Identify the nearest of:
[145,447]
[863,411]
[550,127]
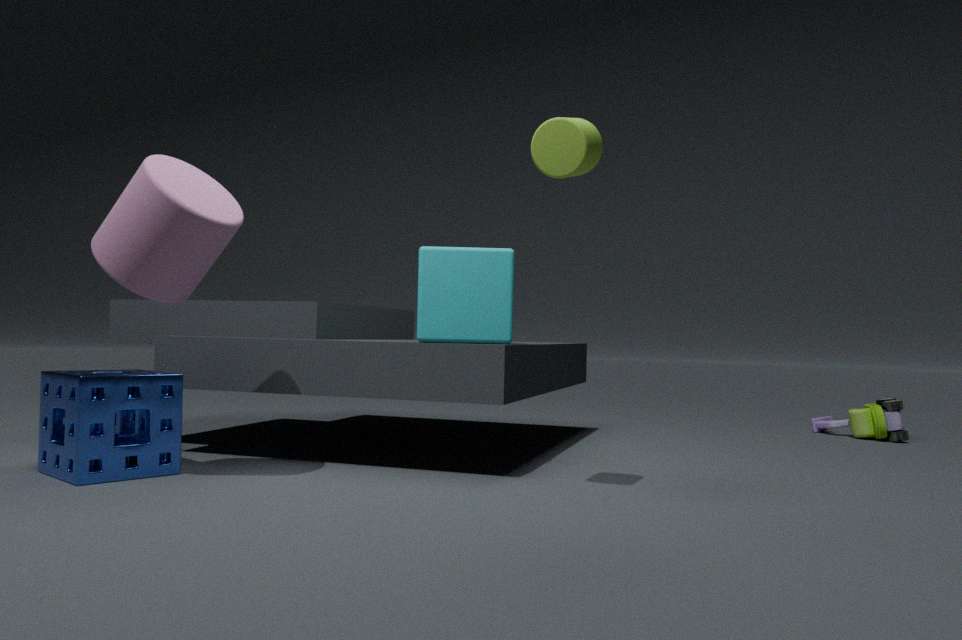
[550,127]
